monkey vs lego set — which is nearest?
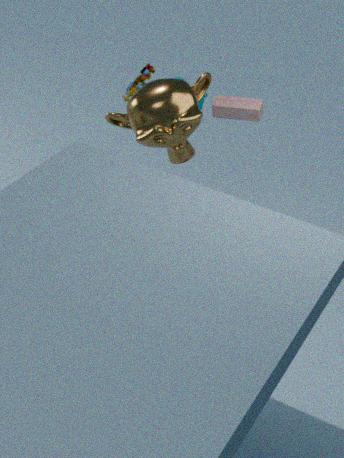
monkey
